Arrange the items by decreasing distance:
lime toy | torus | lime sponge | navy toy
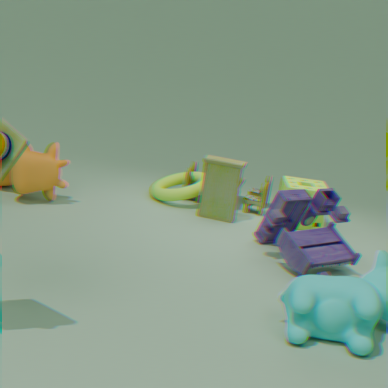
torus → lime sponge → lime toy → navy toy
